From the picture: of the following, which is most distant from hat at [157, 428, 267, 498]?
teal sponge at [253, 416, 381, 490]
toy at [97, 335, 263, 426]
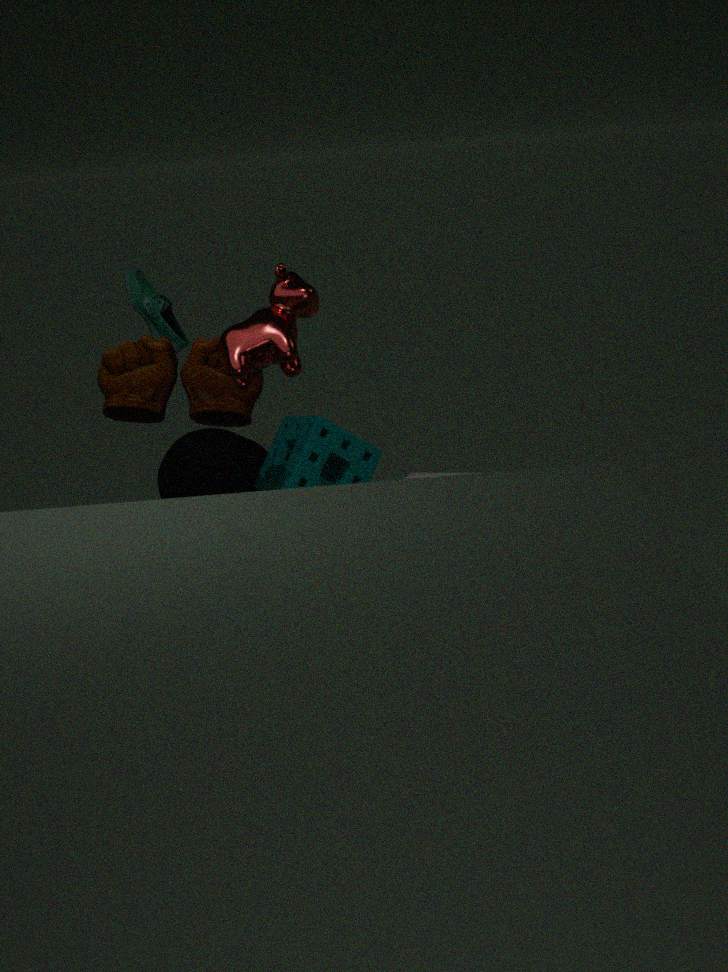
toy at [97, 335, 263, 426]
